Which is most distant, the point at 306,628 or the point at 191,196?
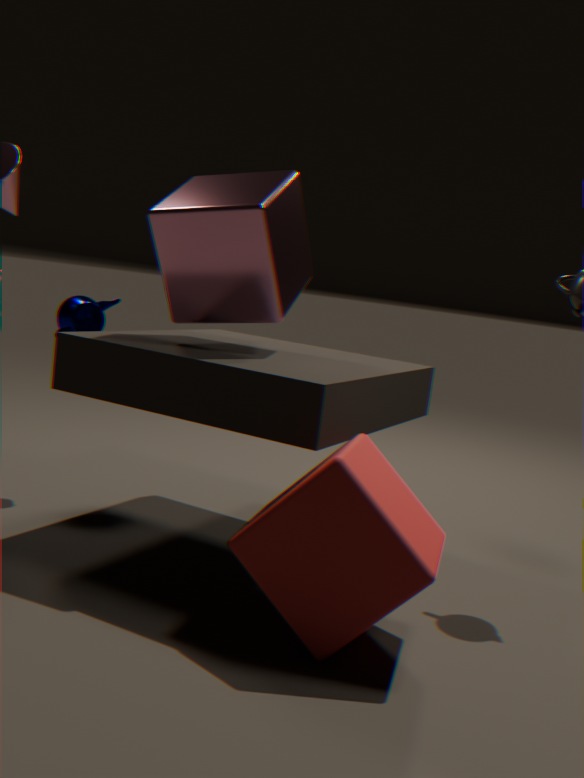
the point at 191,196
